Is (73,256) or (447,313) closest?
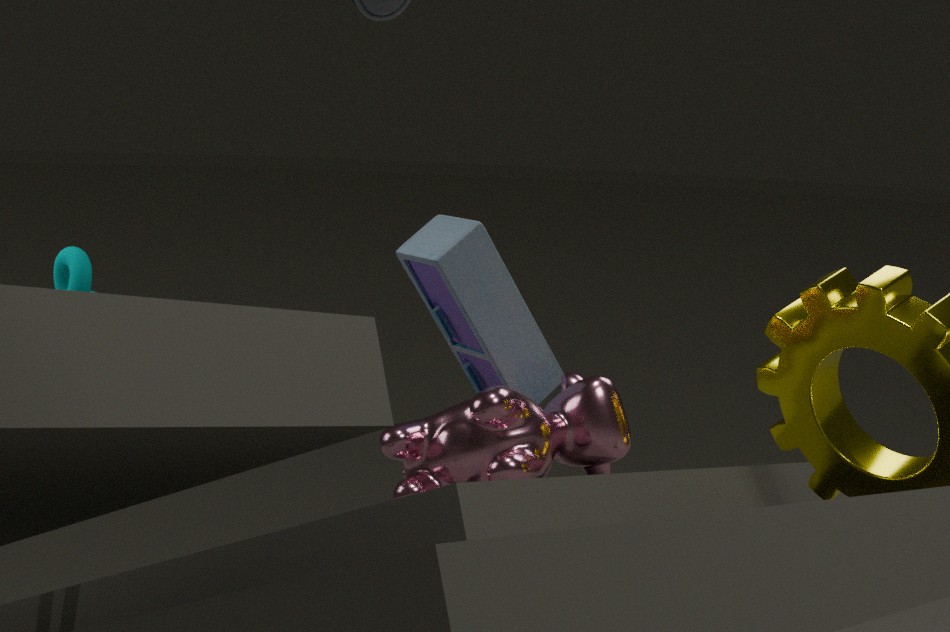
(73,256)
